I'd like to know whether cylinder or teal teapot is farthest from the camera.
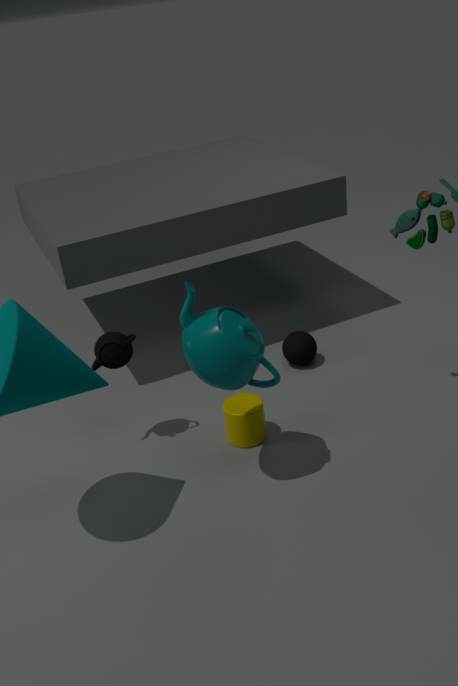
cylinder
